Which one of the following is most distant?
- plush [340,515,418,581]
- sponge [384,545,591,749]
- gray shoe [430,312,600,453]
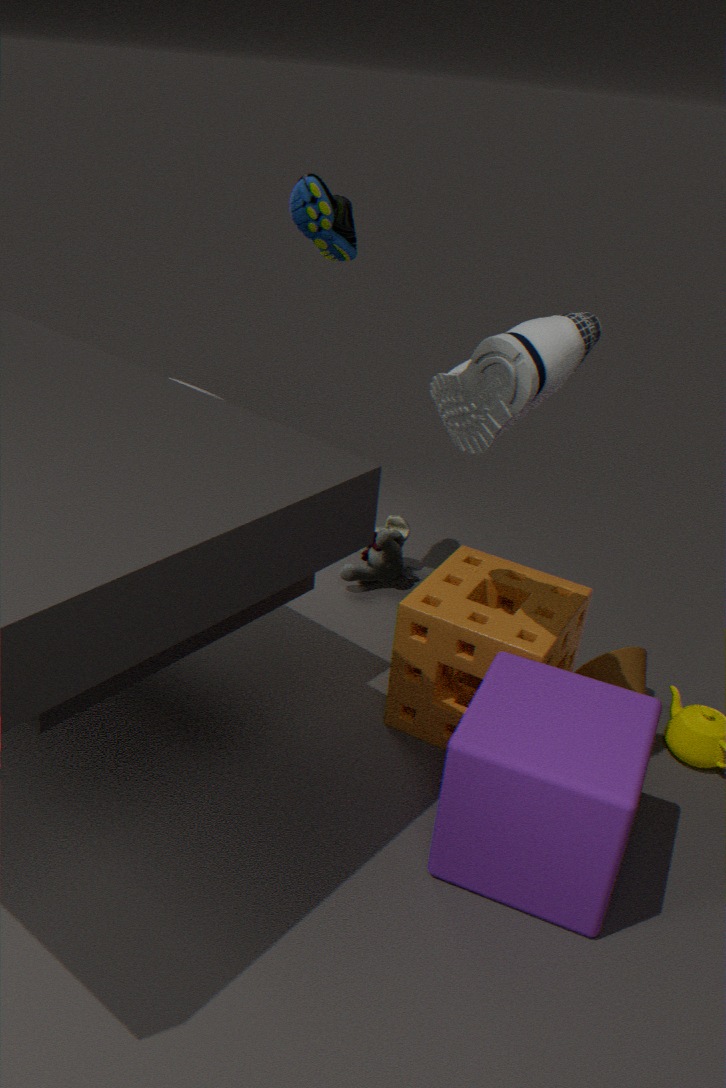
plush [340,515,418,581]
